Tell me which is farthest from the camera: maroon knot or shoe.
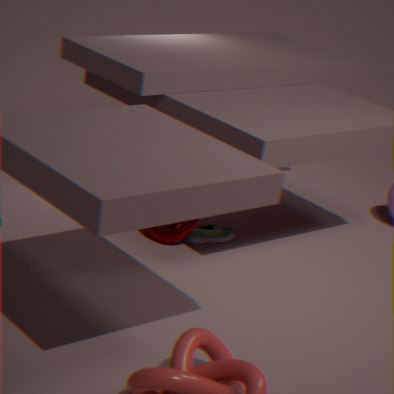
shoe
